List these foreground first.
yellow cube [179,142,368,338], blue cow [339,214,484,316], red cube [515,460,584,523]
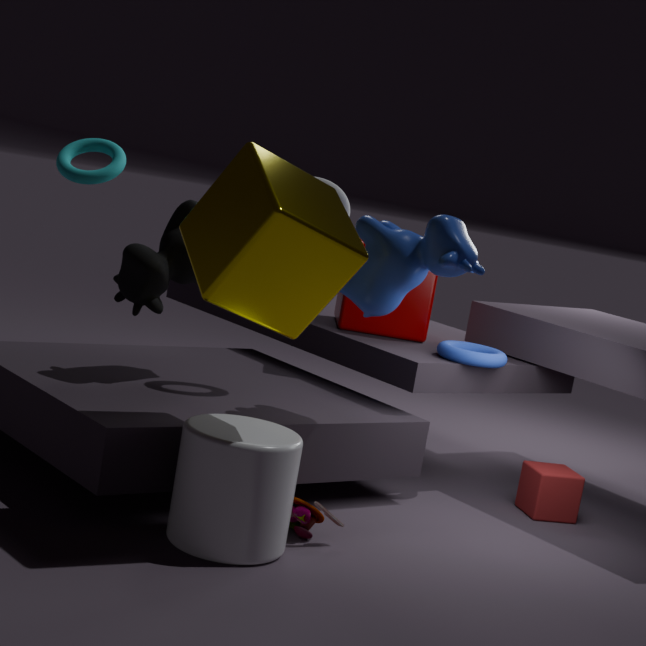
yellow cube [179,142,368,338]
blue cow [339,214,484,316]
red cube [515,460,584,523]
